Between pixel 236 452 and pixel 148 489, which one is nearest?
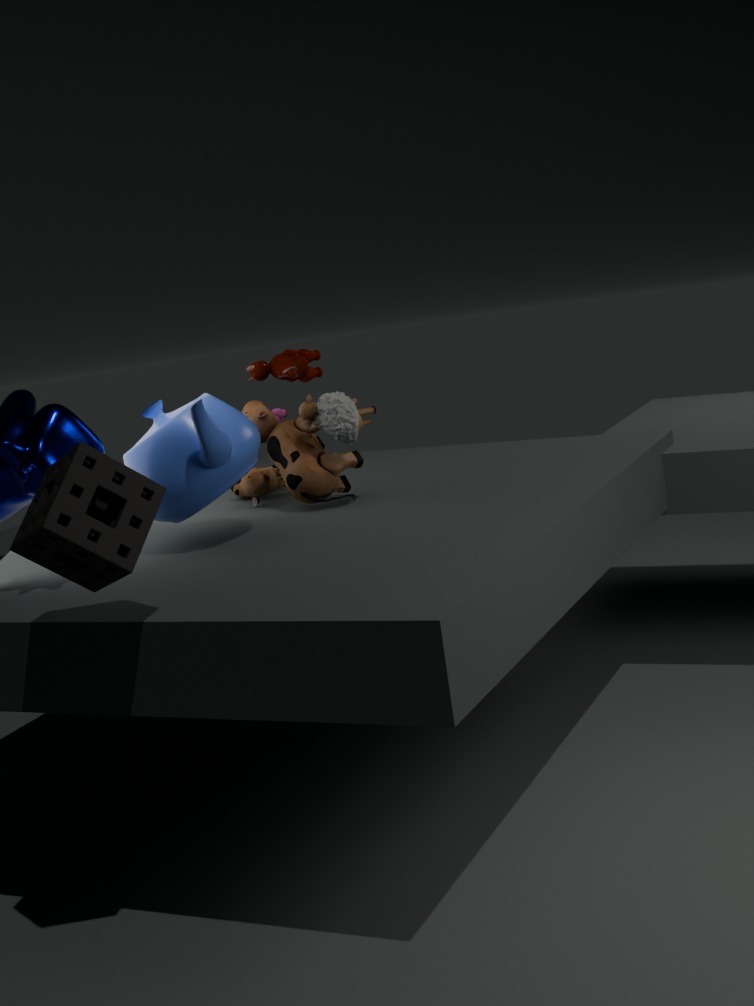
pixel 148 489
